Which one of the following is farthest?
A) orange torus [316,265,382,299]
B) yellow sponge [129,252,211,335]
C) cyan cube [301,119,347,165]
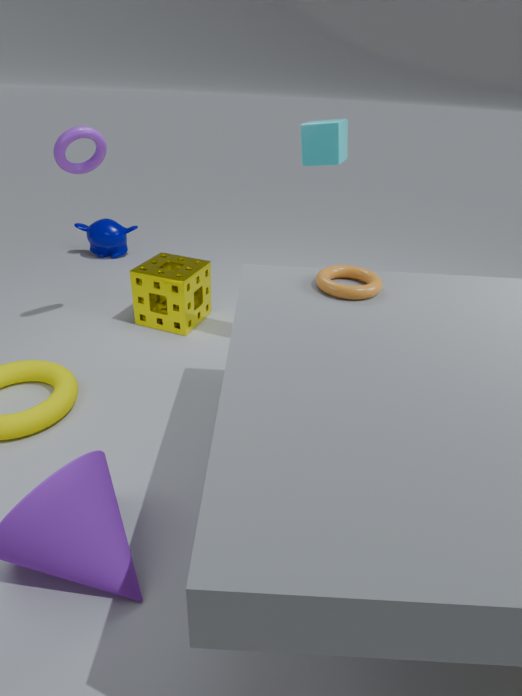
yellow sponge [129,252,211,335]
